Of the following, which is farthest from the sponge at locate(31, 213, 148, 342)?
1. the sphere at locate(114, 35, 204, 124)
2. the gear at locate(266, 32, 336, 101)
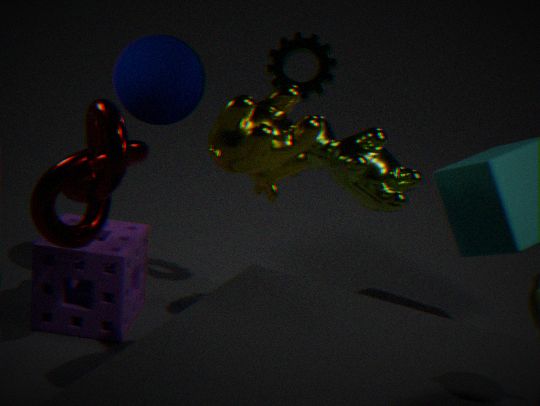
the gear at locate(266, 32, 336, 101)
